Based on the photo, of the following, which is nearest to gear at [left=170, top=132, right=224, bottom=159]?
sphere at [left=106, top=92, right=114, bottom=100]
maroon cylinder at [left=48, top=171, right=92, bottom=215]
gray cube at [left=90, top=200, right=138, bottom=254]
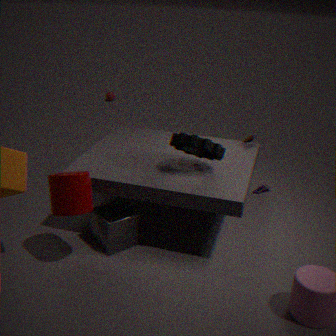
gray cube at [left=90, top=200, right=138, bottom=254]
